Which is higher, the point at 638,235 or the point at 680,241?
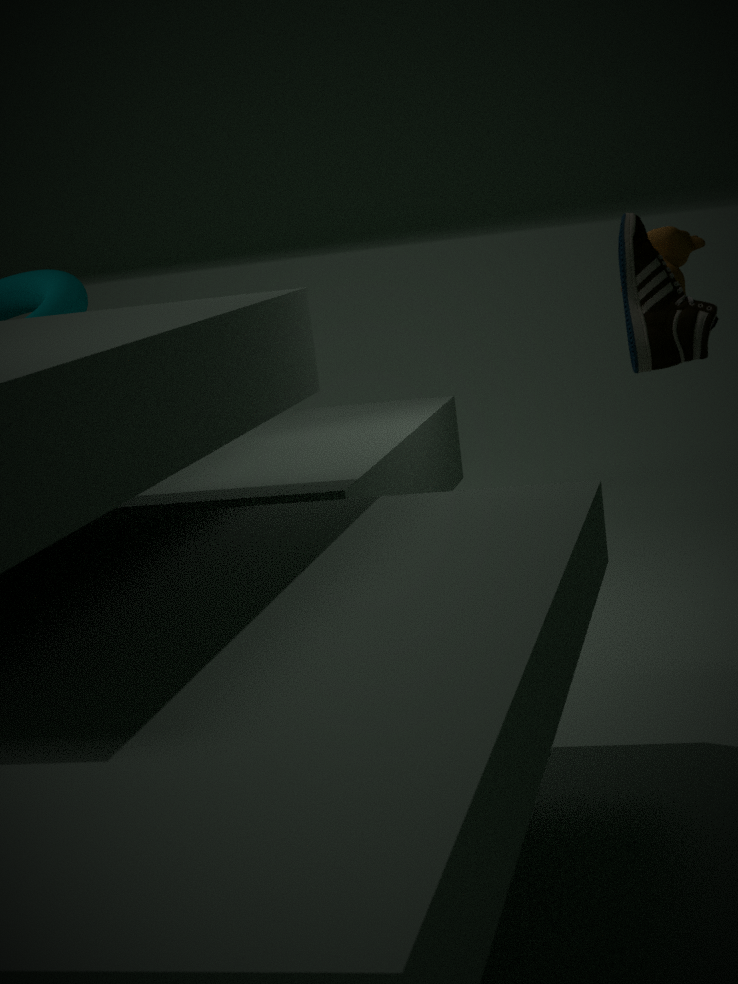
the point at 638,235
